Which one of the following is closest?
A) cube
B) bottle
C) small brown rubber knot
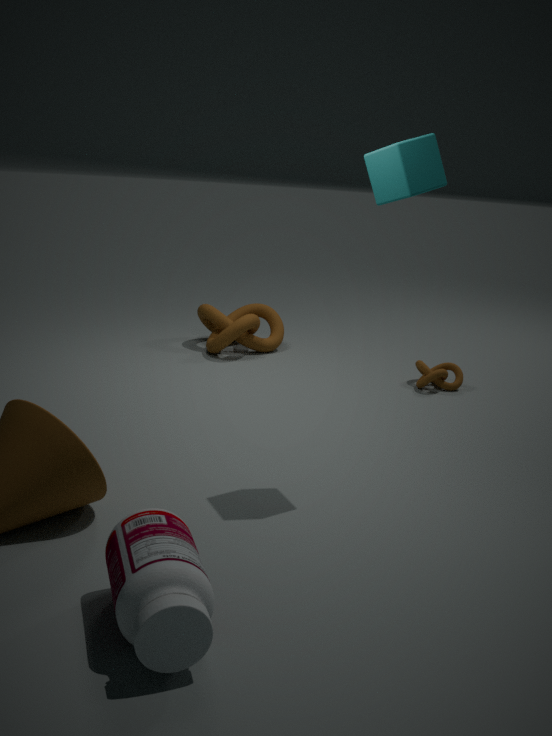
bottle
